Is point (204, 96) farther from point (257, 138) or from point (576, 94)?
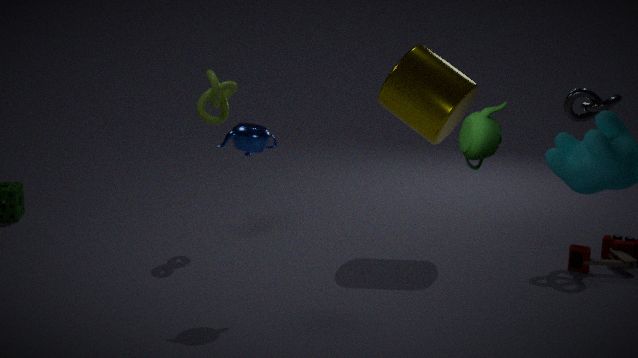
point (576, 94)
